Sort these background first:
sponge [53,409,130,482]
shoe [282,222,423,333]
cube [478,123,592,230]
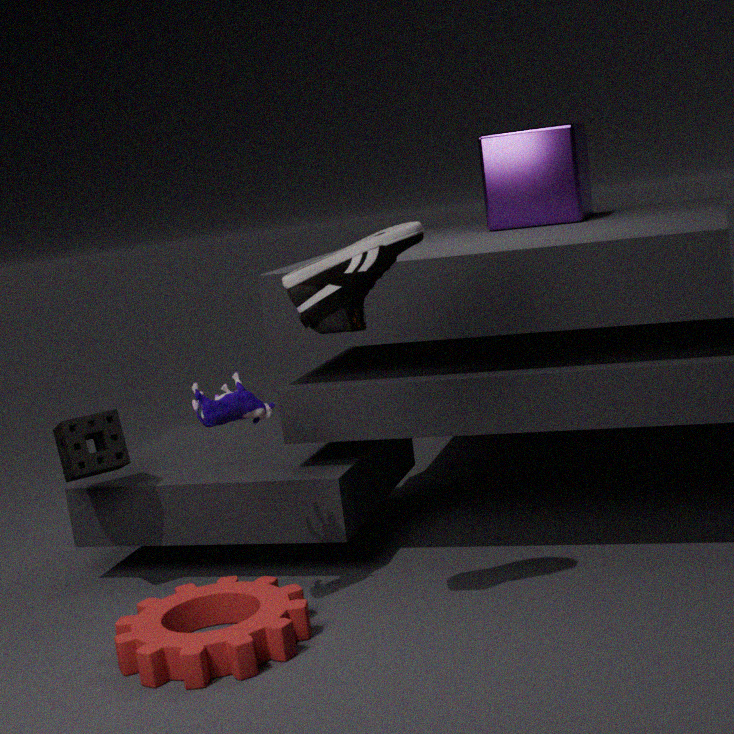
cube [478,123,592,230], sponge [53,409,130,482], shoe [282,222,423,333]
